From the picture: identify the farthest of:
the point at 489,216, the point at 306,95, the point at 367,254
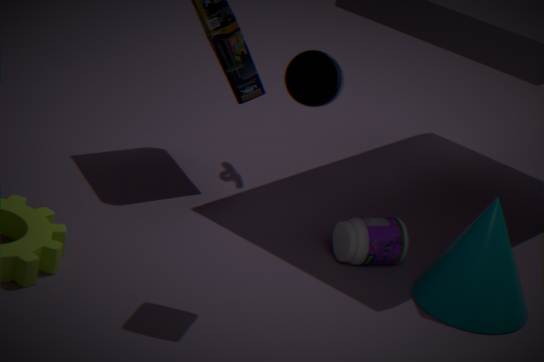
the point at 367,254
